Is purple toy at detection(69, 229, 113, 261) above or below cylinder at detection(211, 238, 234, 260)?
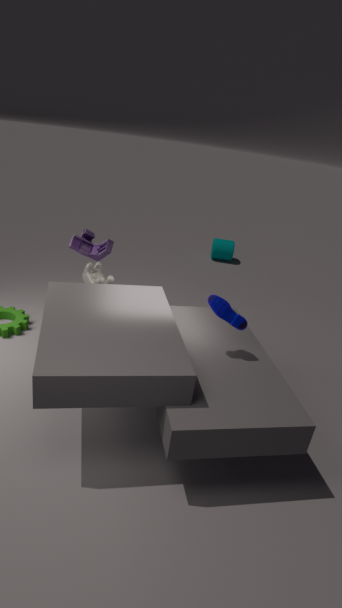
above
